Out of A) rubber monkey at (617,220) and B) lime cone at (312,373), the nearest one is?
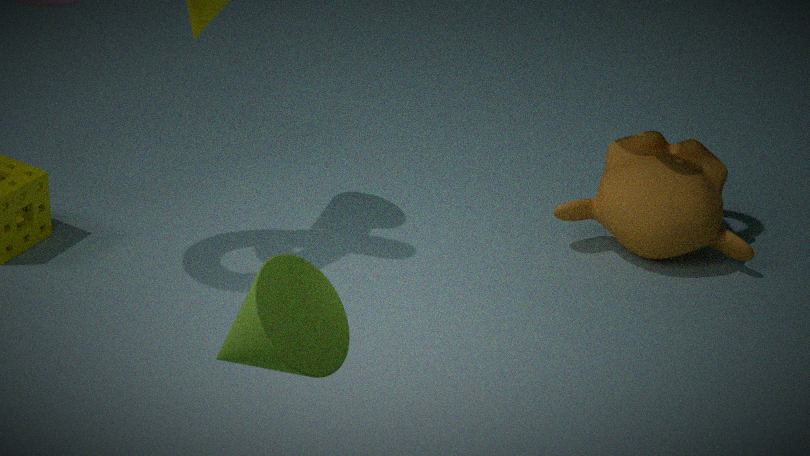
B. lime cone at (312,373)
